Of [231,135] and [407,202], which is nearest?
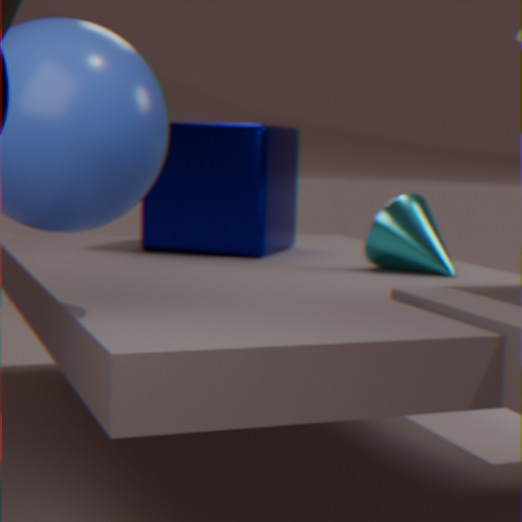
[407,202]
